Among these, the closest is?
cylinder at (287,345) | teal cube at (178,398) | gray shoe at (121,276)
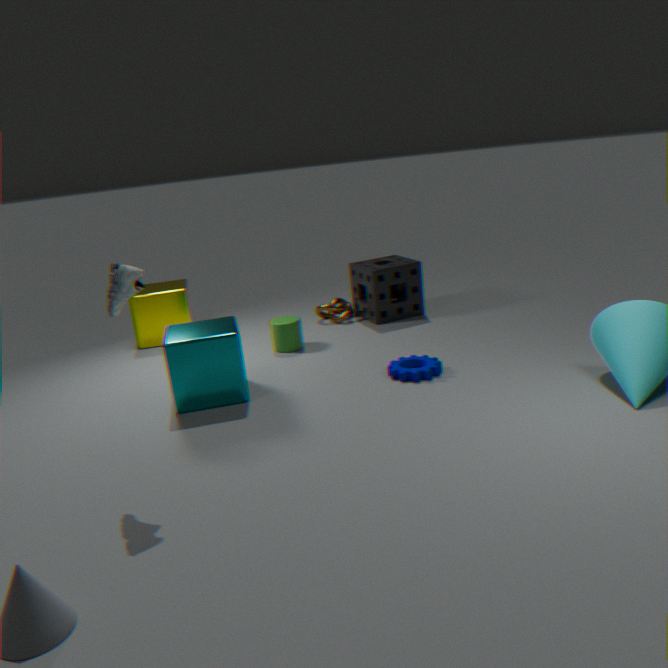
gray shoe at (121,276)
